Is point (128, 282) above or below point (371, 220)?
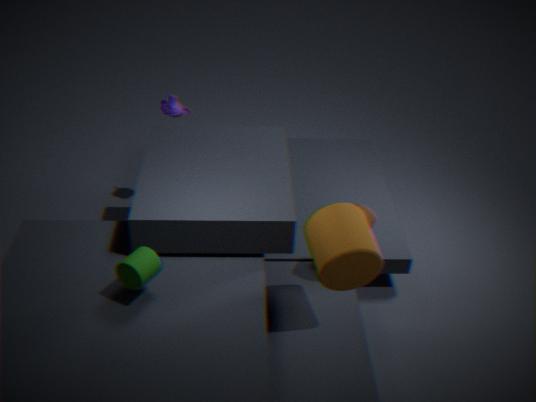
above
